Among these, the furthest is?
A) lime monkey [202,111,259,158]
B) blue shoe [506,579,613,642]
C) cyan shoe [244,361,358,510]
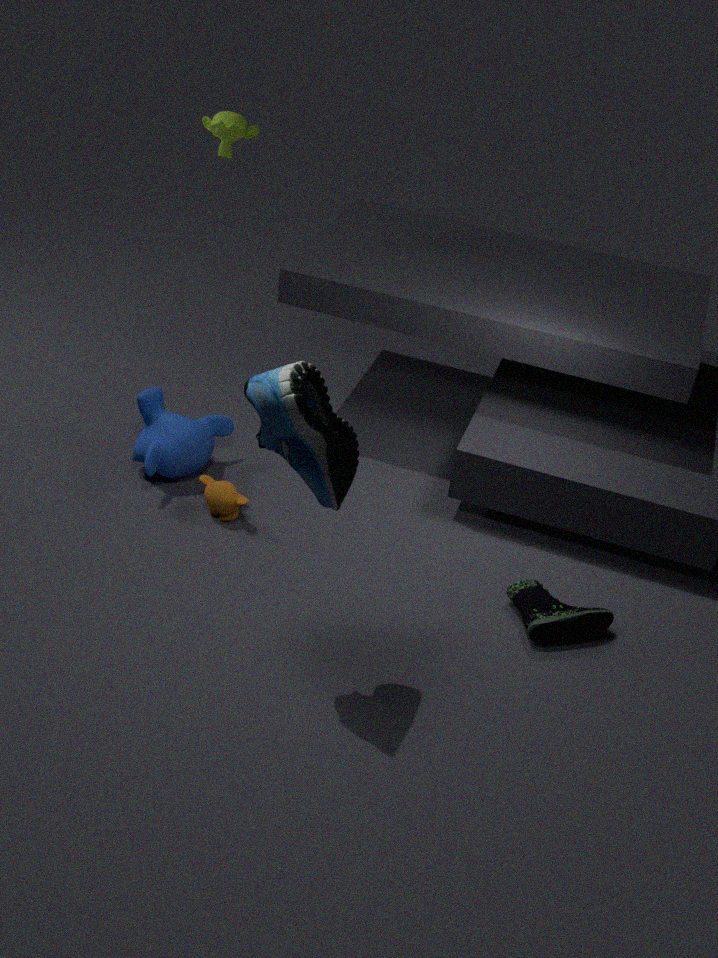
lime monkey [202,111,259,158]
